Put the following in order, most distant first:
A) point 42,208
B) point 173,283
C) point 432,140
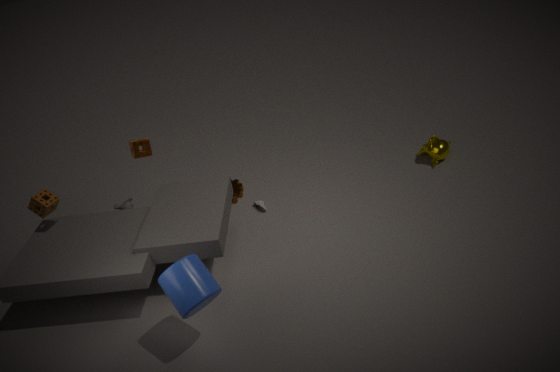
point 432,140
point 42,208
point 173,283
